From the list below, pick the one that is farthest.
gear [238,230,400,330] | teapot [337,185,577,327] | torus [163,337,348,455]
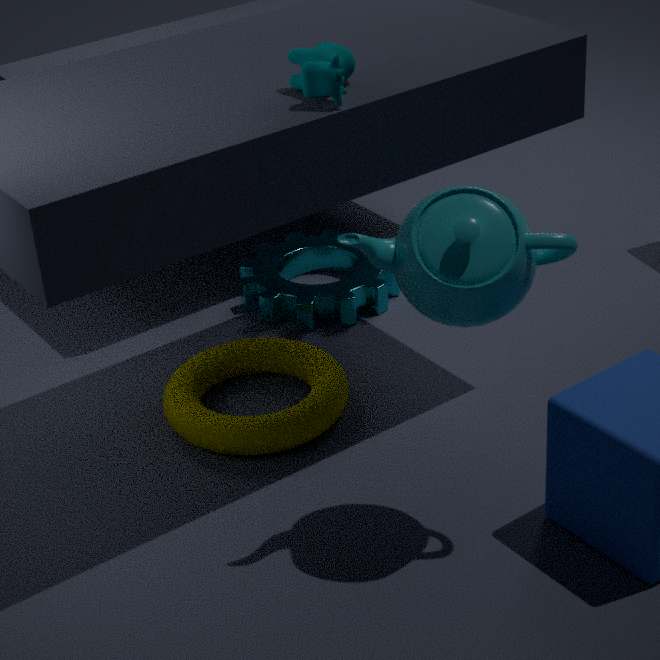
gear [238,230,400,330]
